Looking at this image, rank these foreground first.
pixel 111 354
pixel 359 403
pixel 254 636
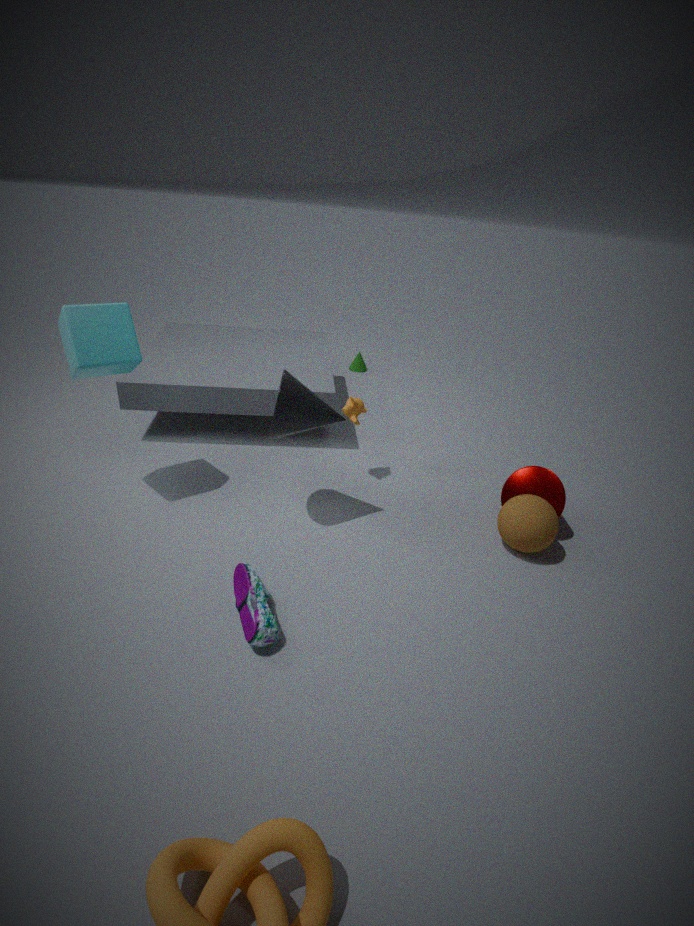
pixel 254 636, pixel 111 354, pixel 359 403
